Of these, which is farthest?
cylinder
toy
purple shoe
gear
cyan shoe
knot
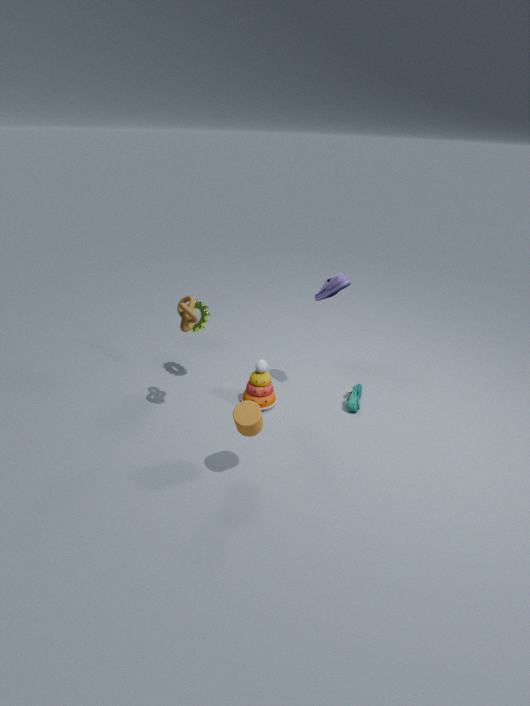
gear
